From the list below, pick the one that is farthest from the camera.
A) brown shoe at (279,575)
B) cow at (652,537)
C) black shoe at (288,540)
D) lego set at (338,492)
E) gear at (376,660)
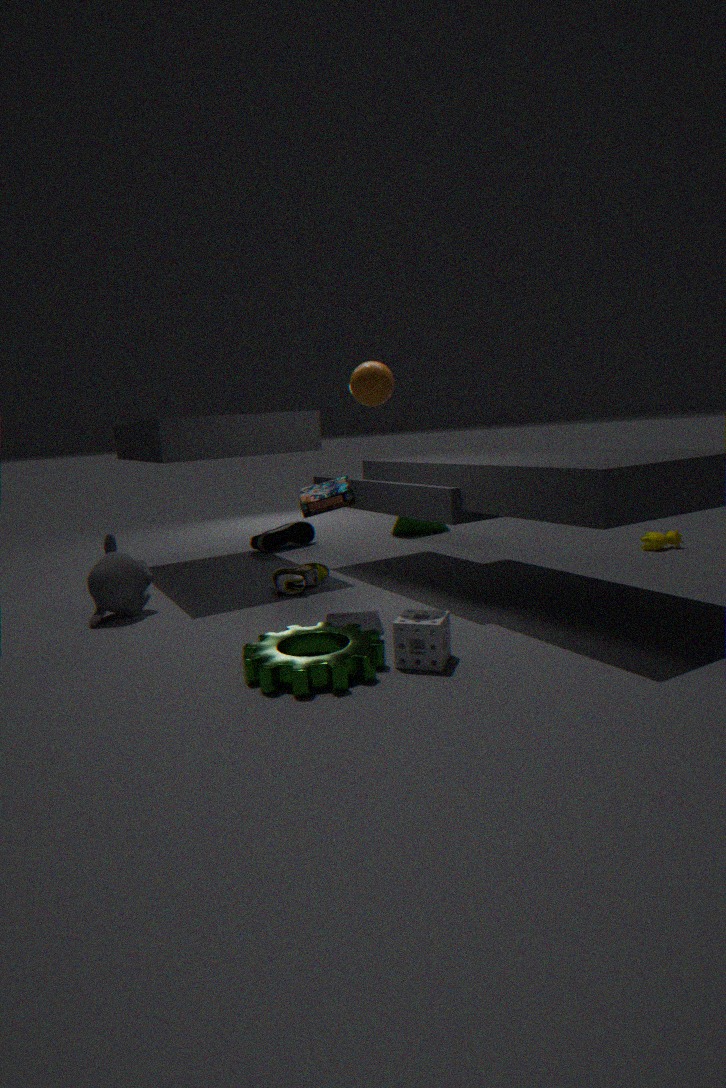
black shoe at (288,540)
